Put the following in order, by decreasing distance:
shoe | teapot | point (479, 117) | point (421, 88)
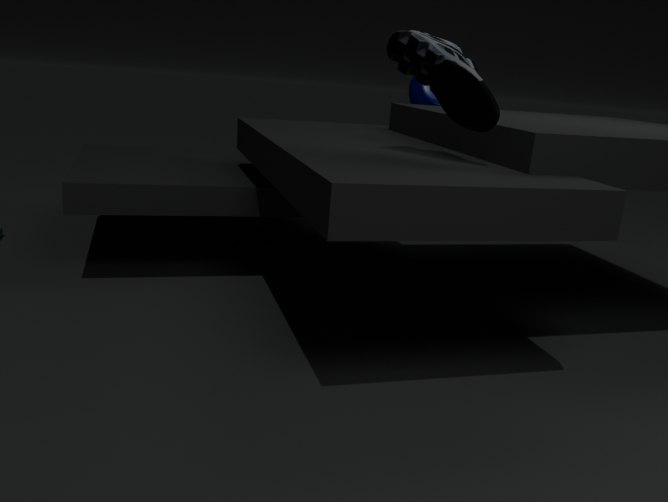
point (421, 88), point (479, 117), teapot, shoe
